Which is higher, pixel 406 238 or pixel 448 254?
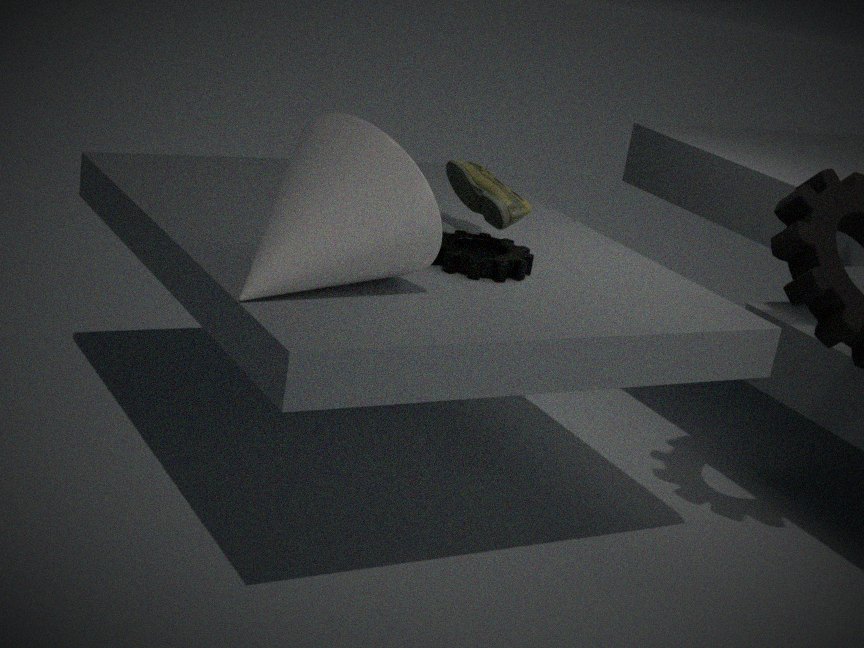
pixel 406 238
